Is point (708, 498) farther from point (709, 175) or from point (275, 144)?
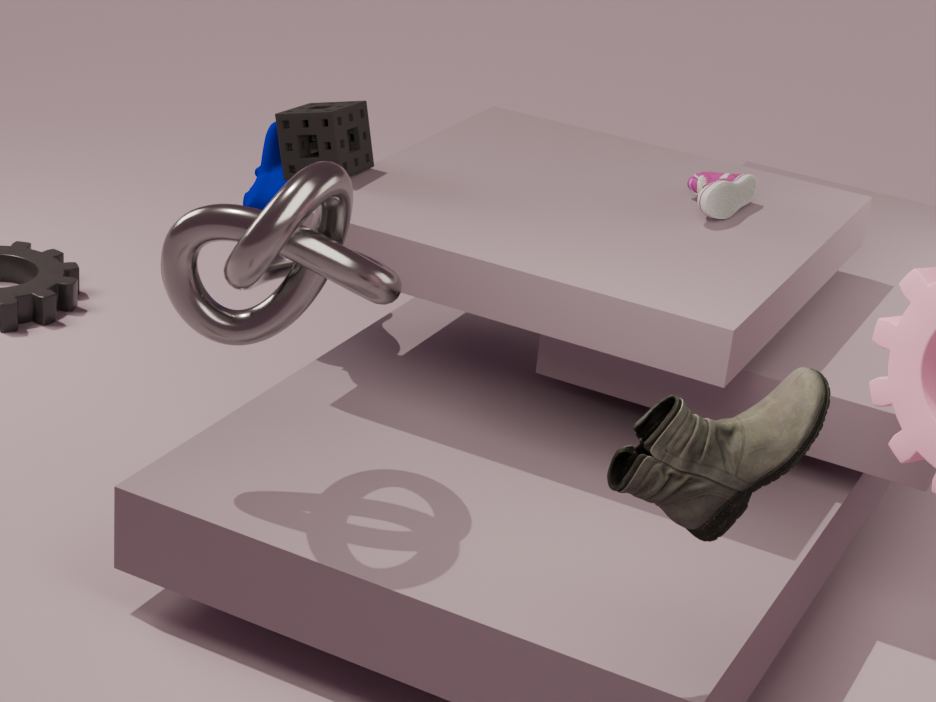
point (275, 144)
